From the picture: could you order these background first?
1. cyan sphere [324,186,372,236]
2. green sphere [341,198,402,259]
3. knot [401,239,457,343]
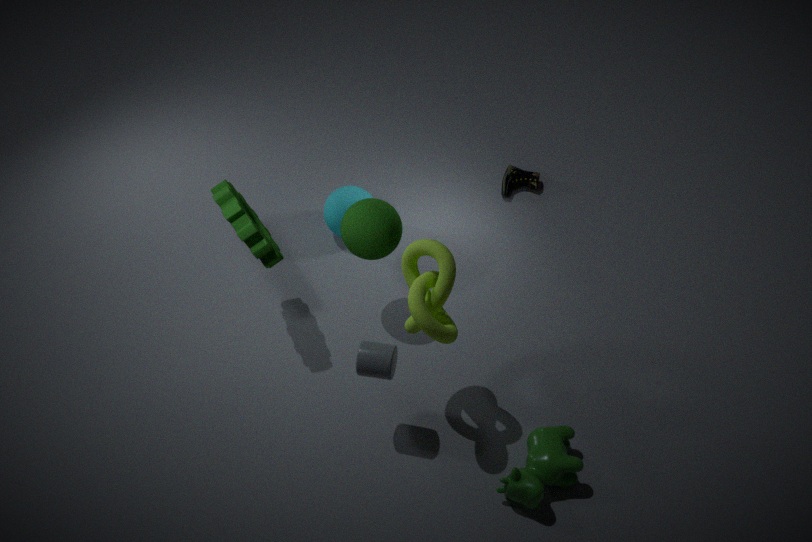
cyan sphere [324,186,372,236] < green sphere [341,198,402,259] < knot [401,239,457,343]
